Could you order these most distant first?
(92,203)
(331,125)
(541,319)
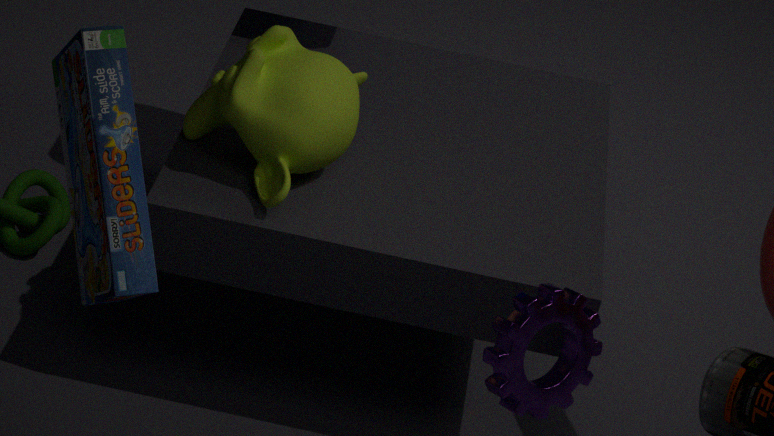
(331,125)
(541,319)
(92,203)
